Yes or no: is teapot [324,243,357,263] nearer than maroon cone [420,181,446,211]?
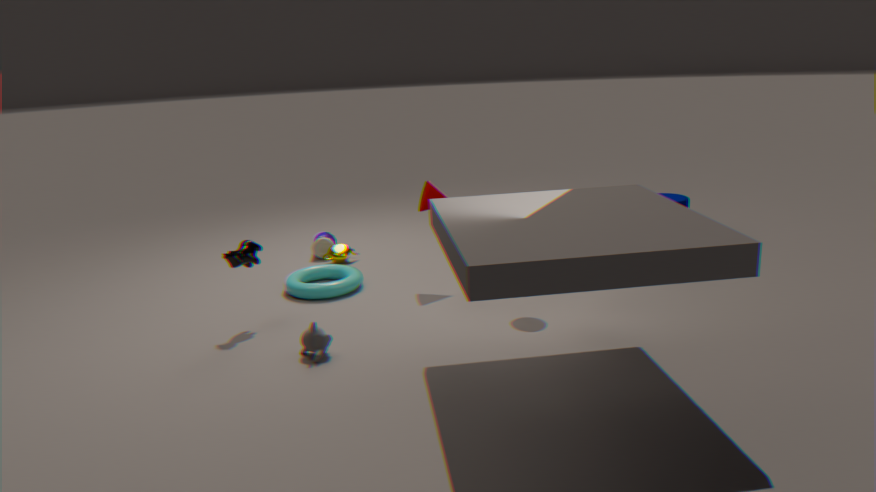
No
